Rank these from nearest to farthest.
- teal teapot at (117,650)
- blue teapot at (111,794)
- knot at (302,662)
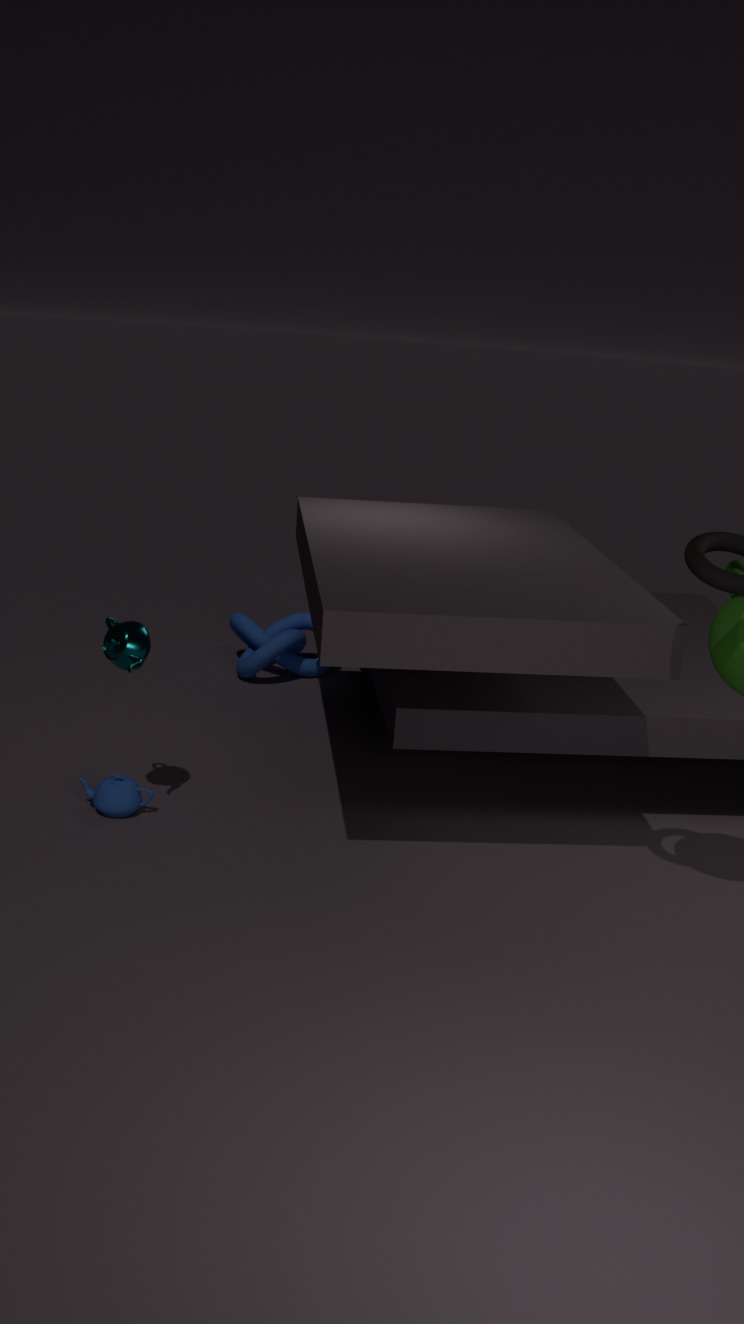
teal teapot at (117,650), blue teapot at (111,794), knot at (302,662)
